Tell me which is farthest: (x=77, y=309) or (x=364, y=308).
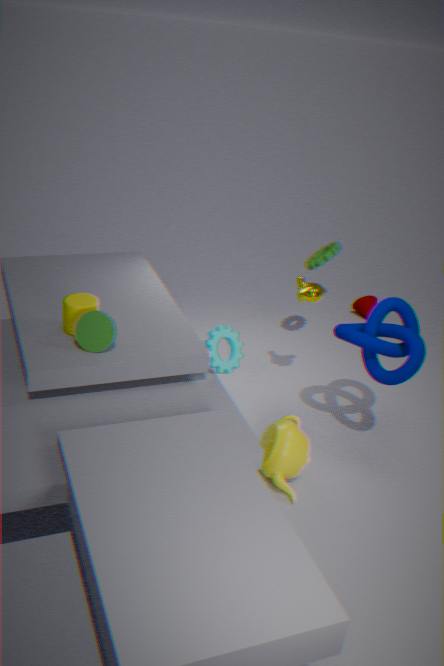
(x=364, y=308)
